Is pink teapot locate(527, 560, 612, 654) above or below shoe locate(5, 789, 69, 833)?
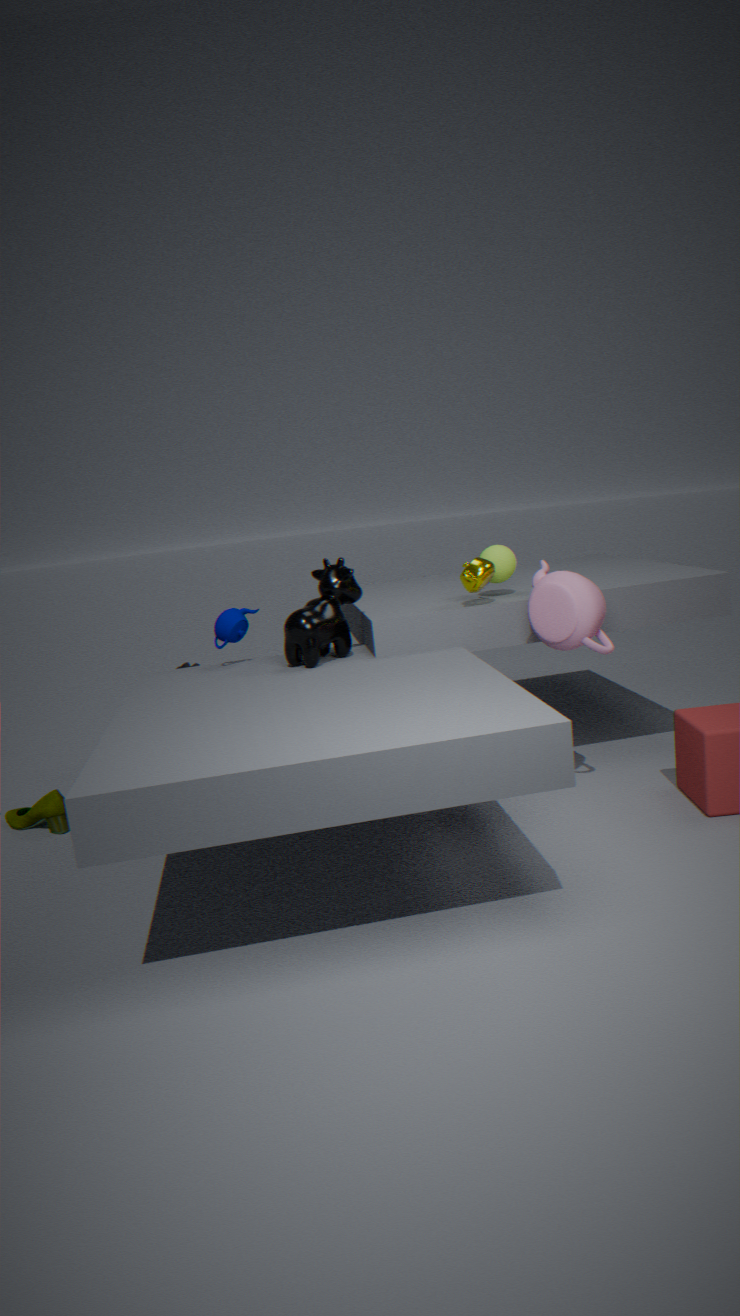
above
